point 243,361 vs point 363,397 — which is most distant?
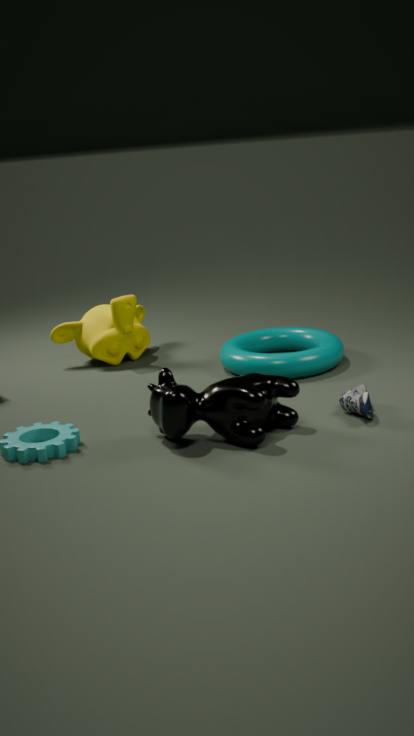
point 243,361
